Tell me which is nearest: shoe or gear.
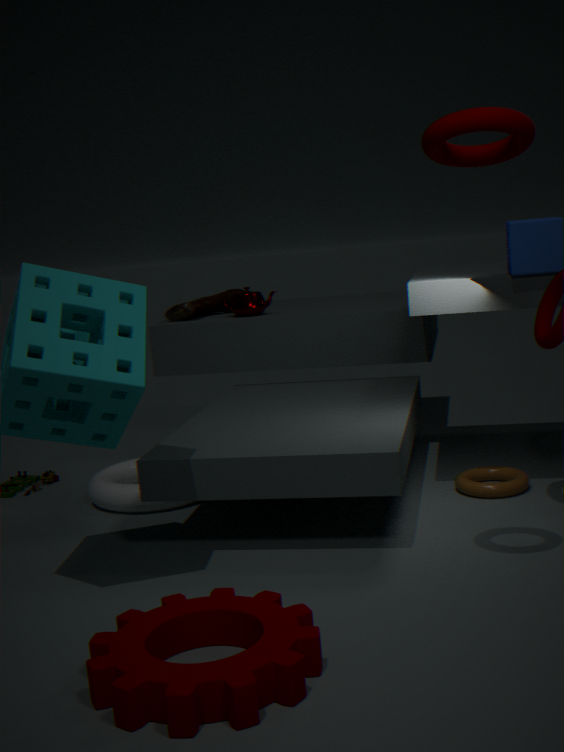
gear
